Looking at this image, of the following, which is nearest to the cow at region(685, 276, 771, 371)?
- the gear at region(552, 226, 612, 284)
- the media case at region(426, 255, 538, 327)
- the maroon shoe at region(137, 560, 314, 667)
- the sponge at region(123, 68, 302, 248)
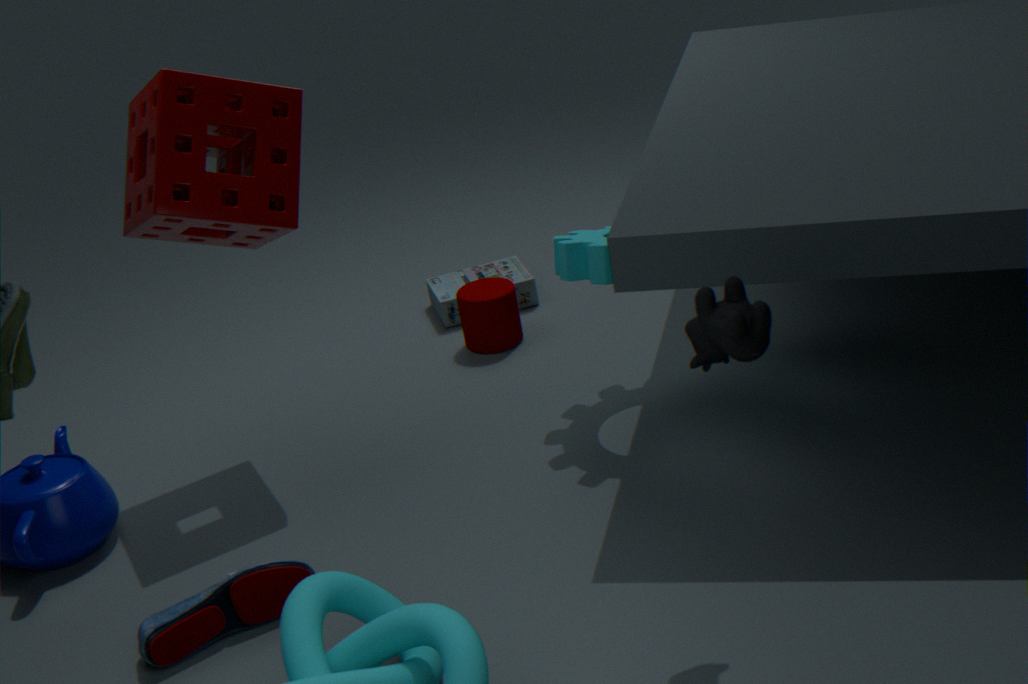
the gear at region(552, 226, 612, 284)
